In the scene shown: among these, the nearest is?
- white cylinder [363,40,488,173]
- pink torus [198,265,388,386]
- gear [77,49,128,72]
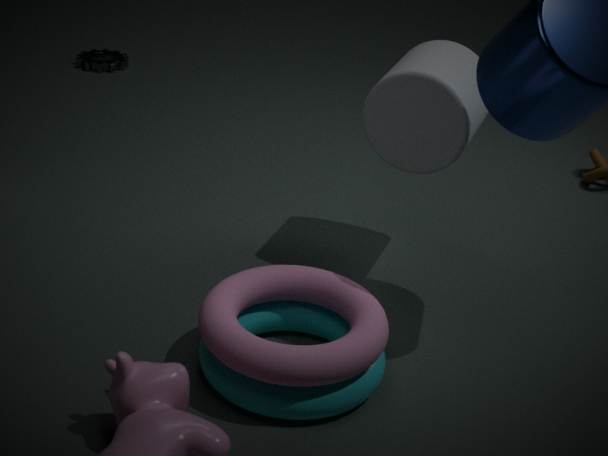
pink torus [198,265,388,386]
